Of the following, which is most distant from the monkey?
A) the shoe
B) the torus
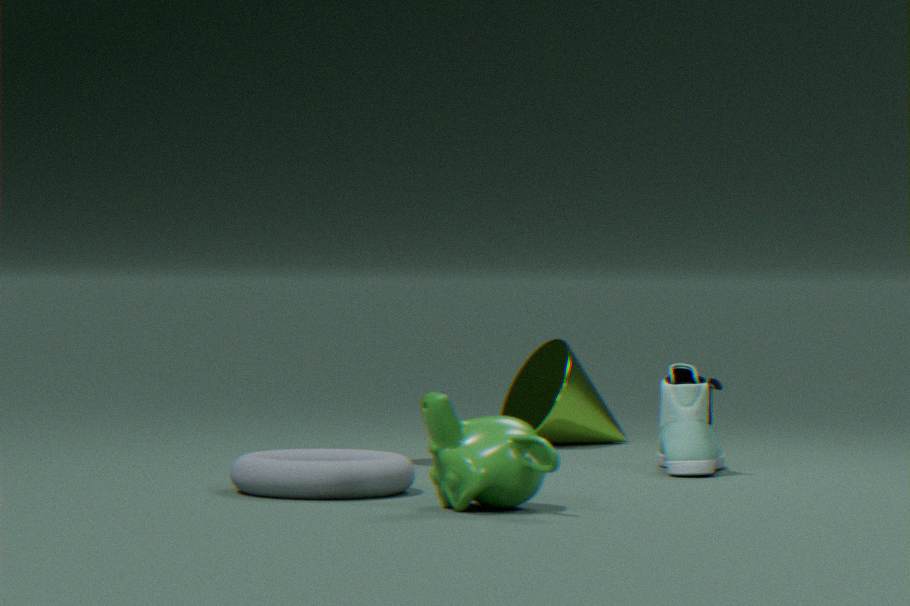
the shoe
